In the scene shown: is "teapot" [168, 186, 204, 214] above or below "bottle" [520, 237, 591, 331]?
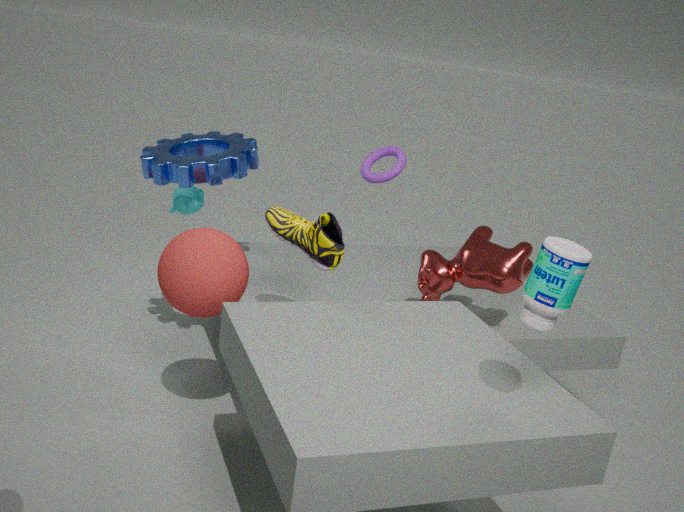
below
